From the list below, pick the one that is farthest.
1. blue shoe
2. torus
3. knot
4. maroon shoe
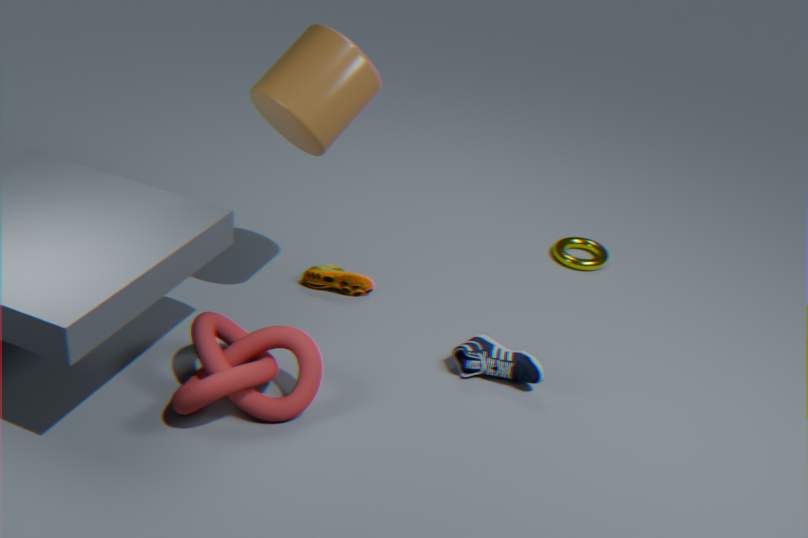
torus
